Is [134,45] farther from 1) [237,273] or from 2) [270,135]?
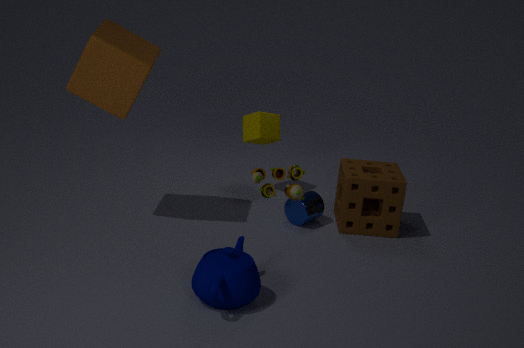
1) [237,273]
